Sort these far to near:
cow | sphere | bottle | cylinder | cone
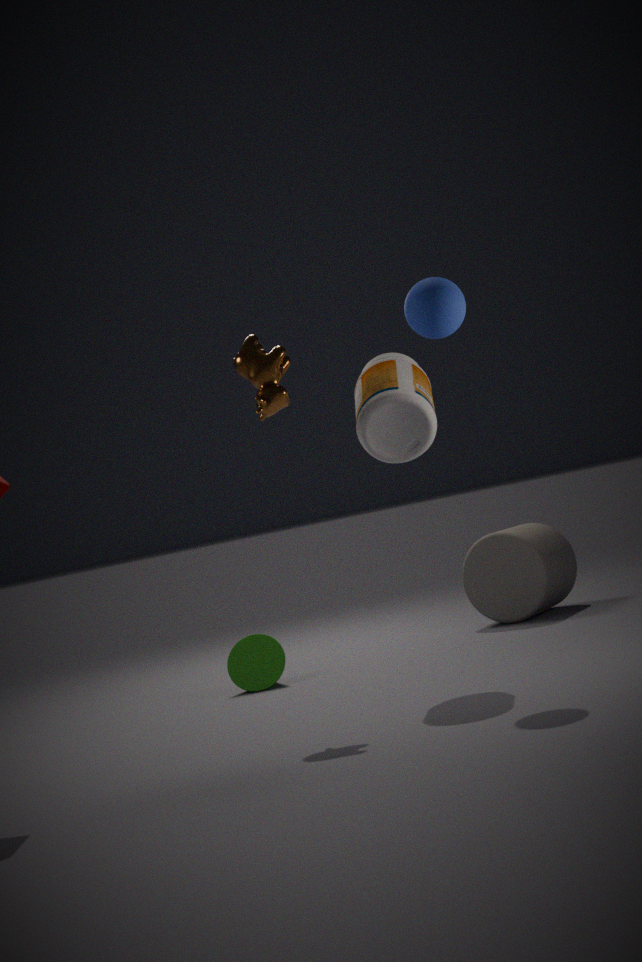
cylinder < cone < bottle < cow < sphere
